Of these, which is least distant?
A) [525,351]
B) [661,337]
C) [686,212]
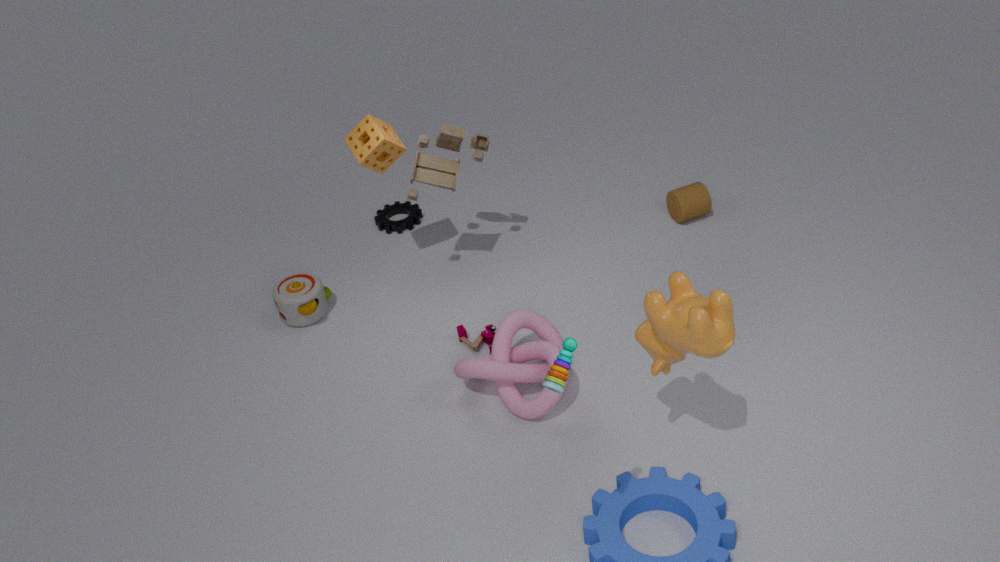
[661,337]
